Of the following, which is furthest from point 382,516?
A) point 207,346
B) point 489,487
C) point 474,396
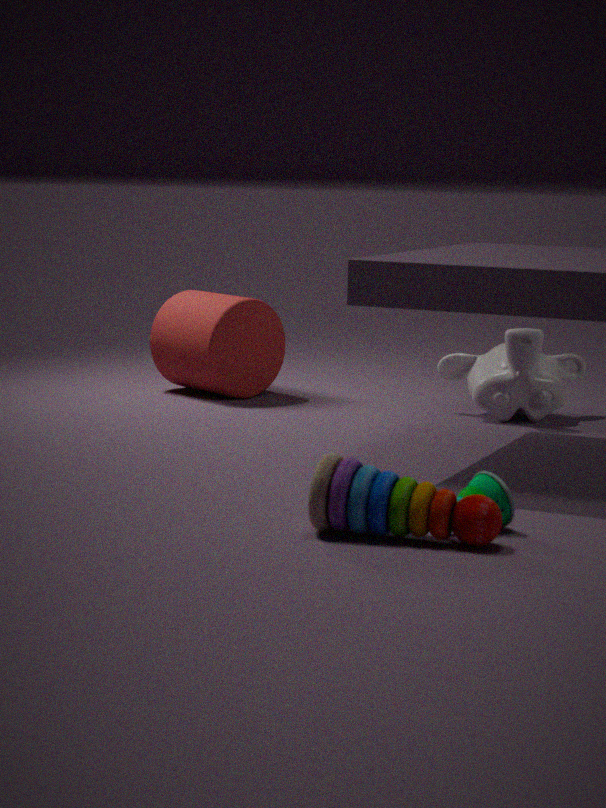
point 207,346
